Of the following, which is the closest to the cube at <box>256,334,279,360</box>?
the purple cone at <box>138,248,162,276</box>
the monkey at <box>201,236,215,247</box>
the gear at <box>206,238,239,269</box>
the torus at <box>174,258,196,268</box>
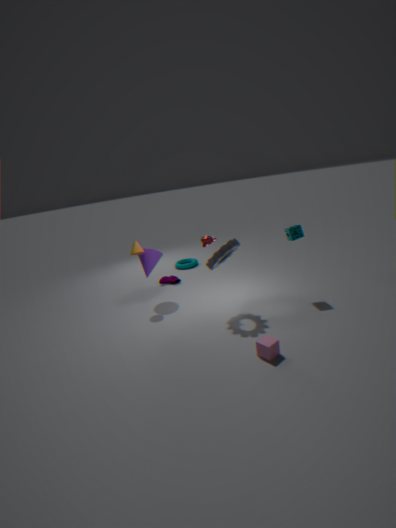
the gear at <box>206,238,239,269</box>
